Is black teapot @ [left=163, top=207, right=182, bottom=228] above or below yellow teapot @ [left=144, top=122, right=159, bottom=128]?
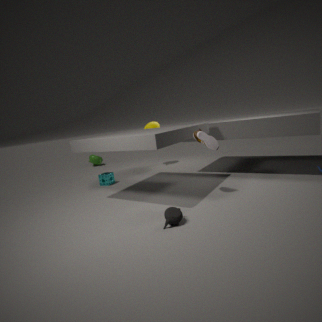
below
